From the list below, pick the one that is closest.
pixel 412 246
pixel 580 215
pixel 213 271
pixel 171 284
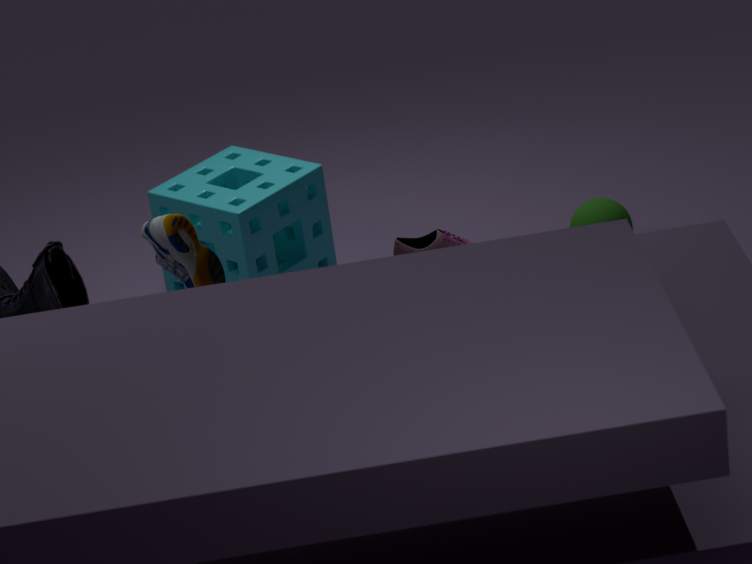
pixel 213 271
